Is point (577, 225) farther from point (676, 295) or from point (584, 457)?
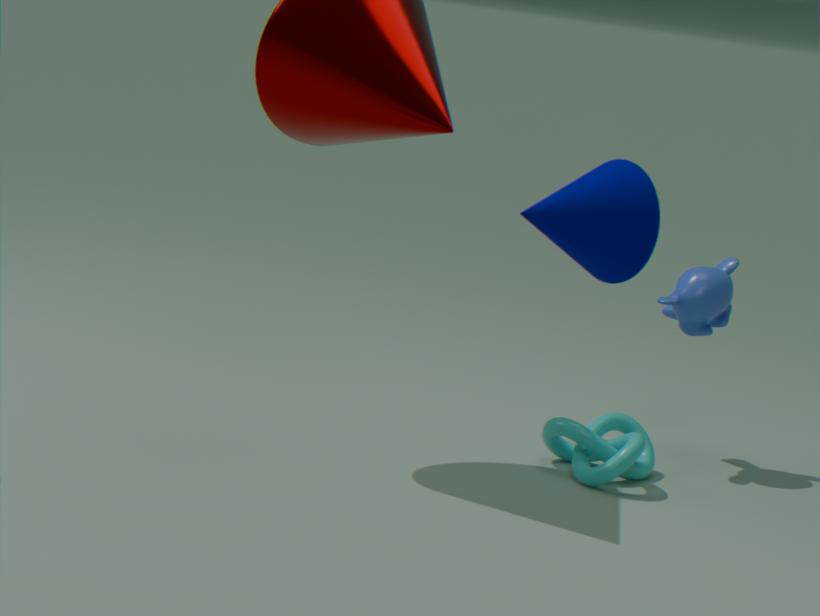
point (676, 295)
